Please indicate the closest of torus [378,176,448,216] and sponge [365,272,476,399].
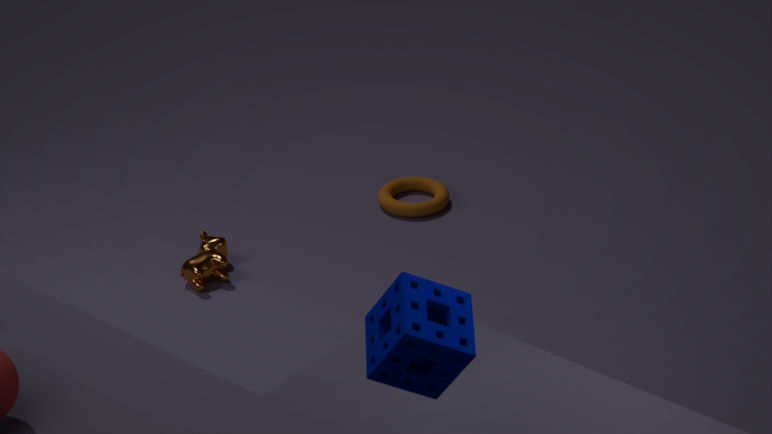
sponge [365,272,476,399]
